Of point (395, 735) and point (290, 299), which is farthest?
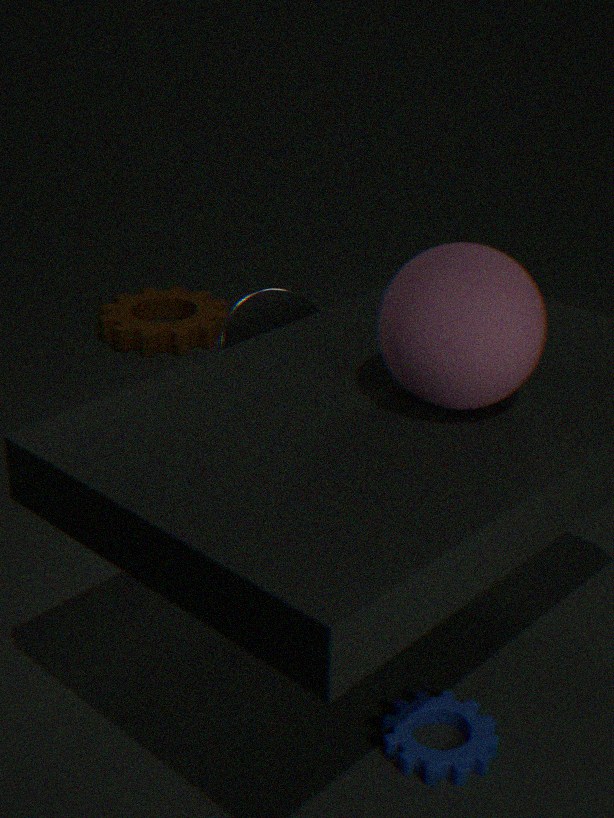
point (290, 299)
